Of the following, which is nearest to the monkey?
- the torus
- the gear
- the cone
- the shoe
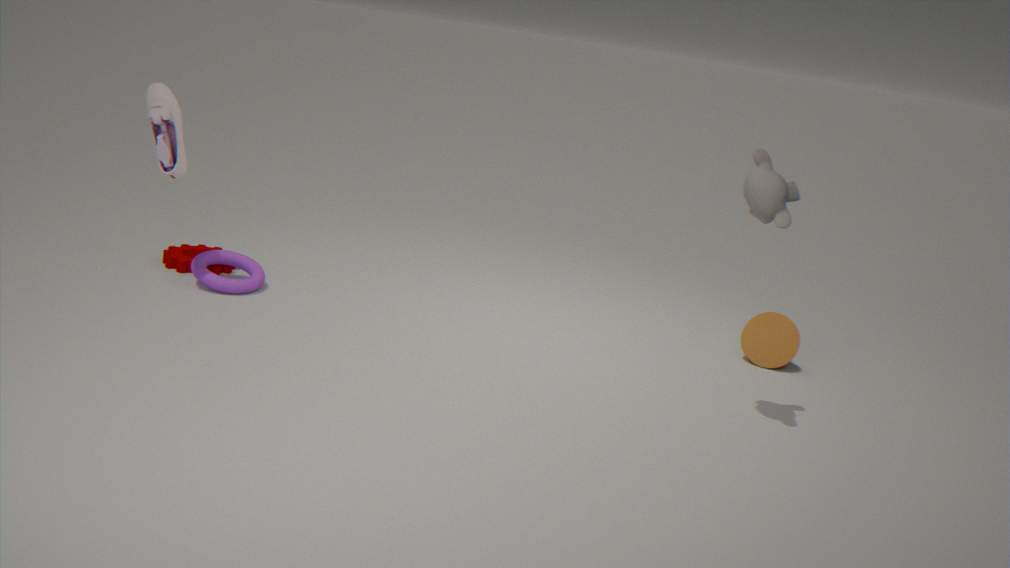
the cone
